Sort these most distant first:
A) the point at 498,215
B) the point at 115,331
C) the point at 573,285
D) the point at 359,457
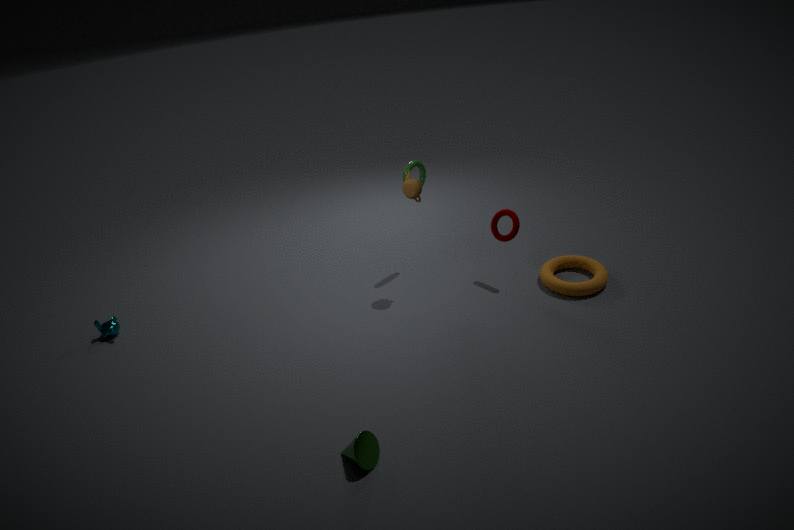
1. the point at 115,331
2. the point at 498,215
3. the point at 573,285
4. the point at 359,457
